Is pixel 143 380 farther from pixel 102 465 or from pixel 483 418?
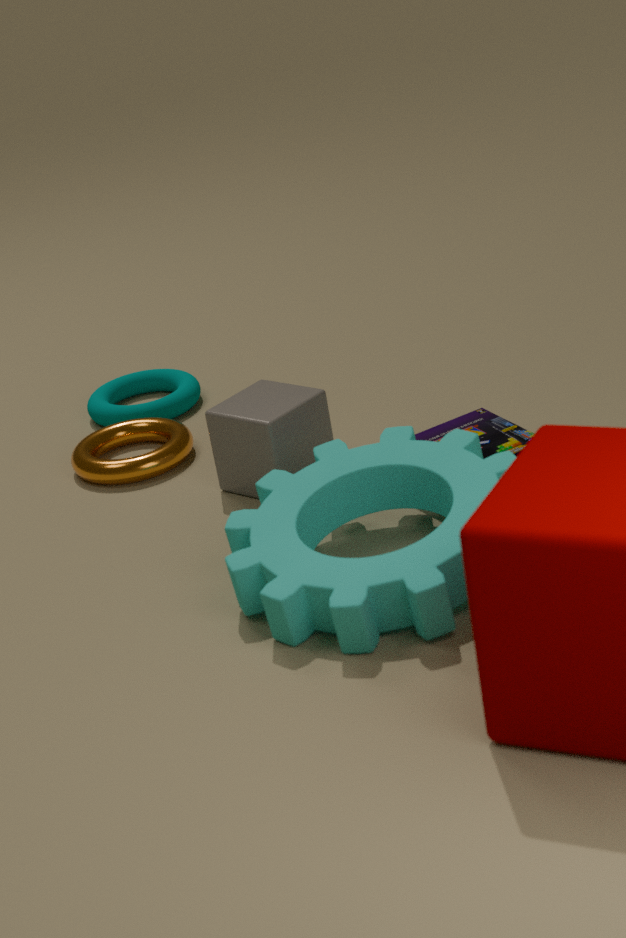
pixel 483 418
